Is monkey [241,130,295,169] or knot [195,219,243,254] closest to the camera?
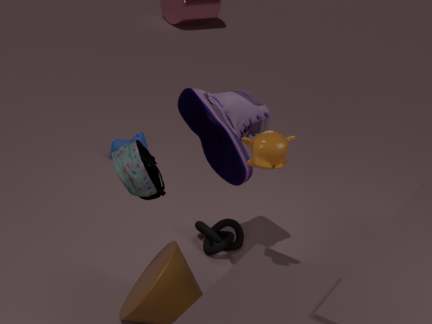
monkey [241,130,295,169]
